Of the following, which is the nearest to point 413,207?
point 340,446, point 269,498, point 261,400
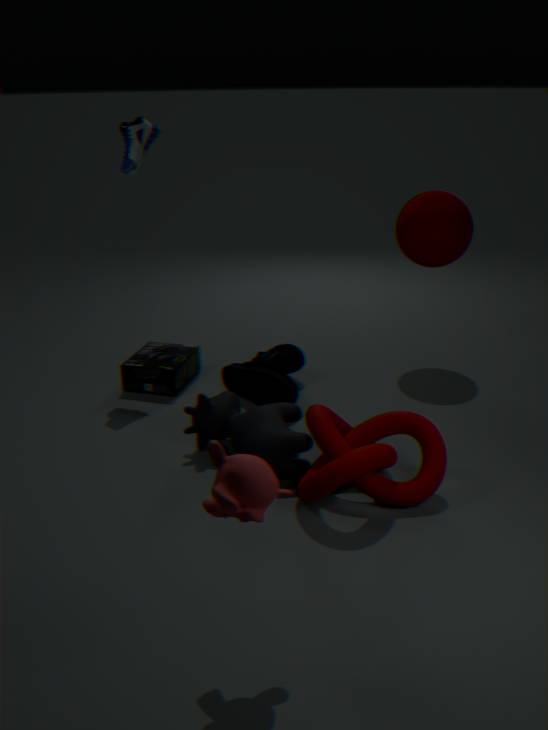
point 261,400
